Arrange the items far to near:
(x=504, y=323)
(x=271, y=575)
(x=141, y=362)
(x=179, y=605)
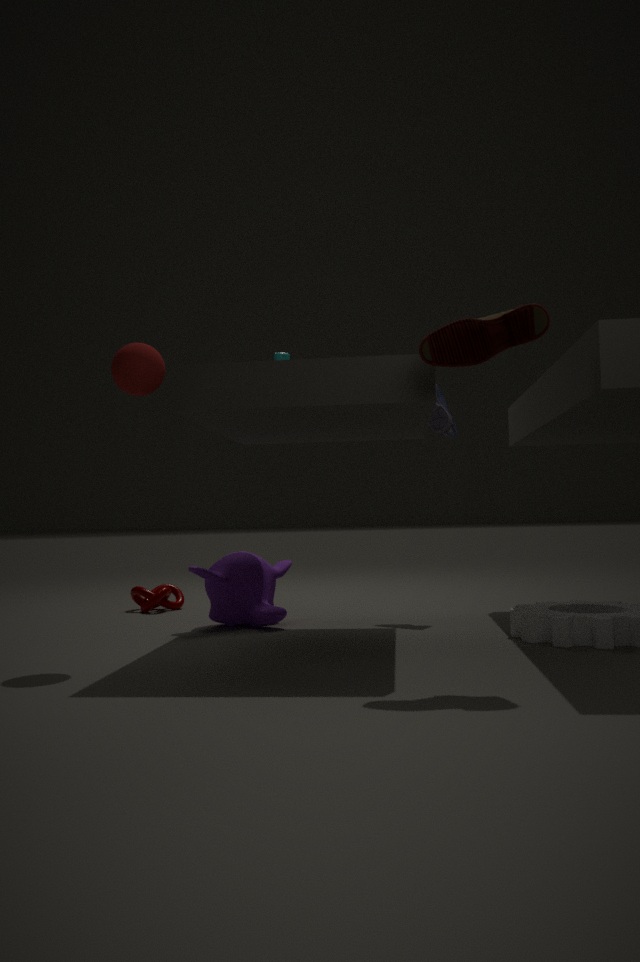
(x=179, y=605)
(x=271, y=575)
(x=141, y=362)
(x=504, y=323)
